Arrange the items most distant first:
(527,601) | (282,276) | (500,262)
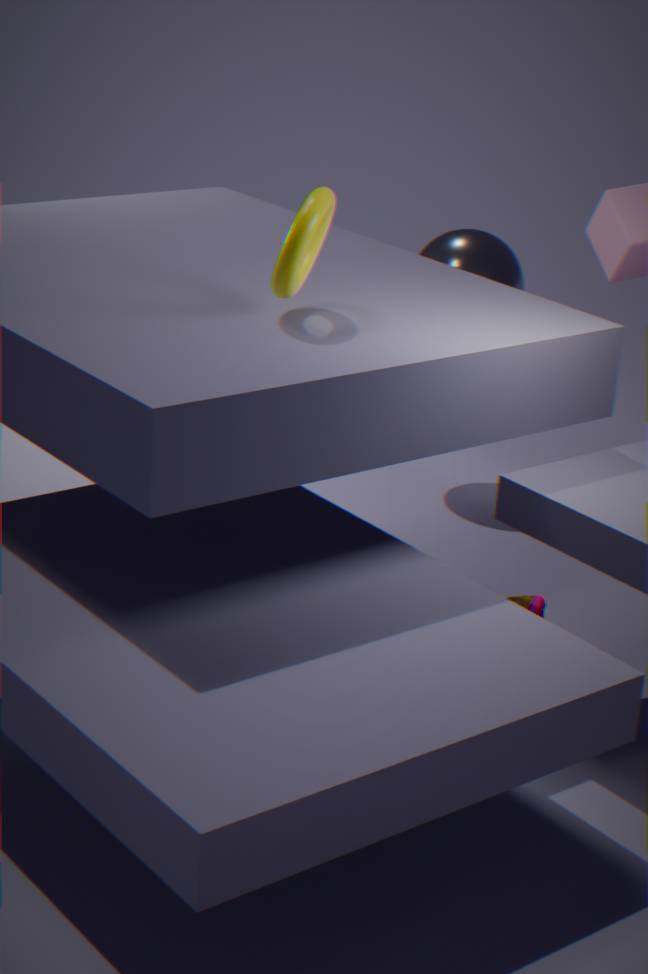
(500,262), (527,601), (282,276)
